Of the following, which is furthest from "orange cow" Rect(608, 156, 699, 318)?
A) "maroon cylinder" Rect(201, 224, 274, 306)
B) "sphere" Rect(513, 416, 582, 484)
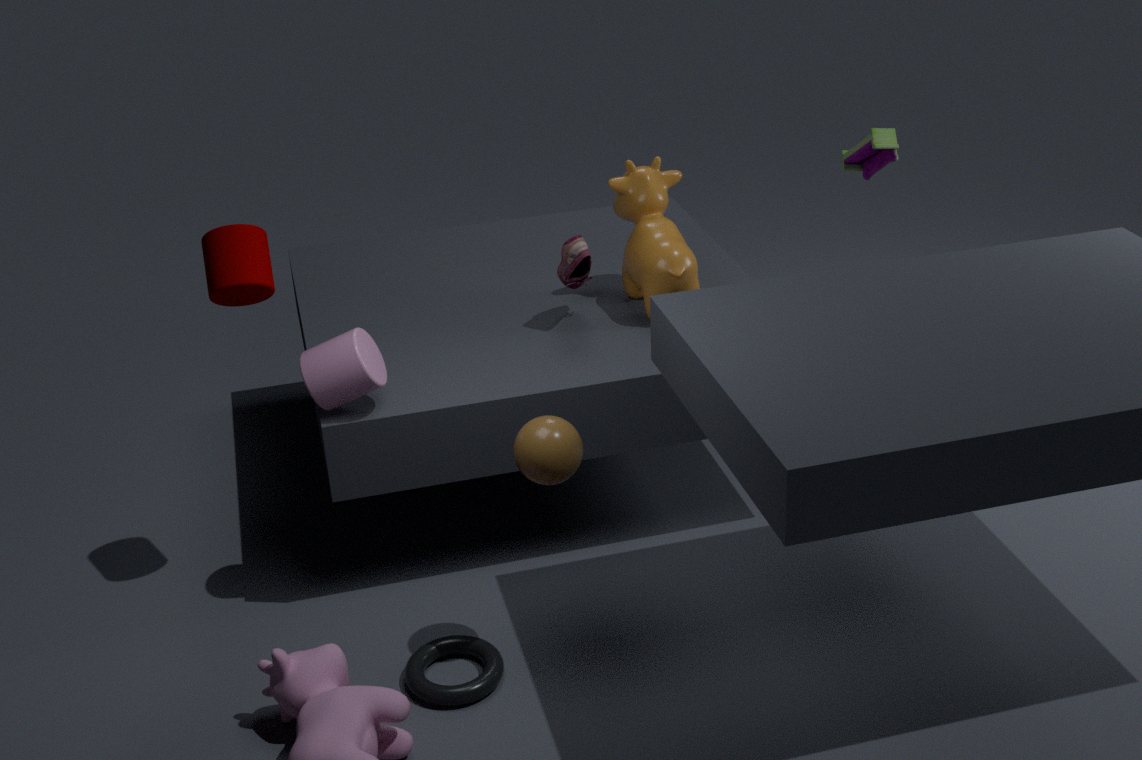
"maroon cylinder" Rect(201, 224, 274, 306)
